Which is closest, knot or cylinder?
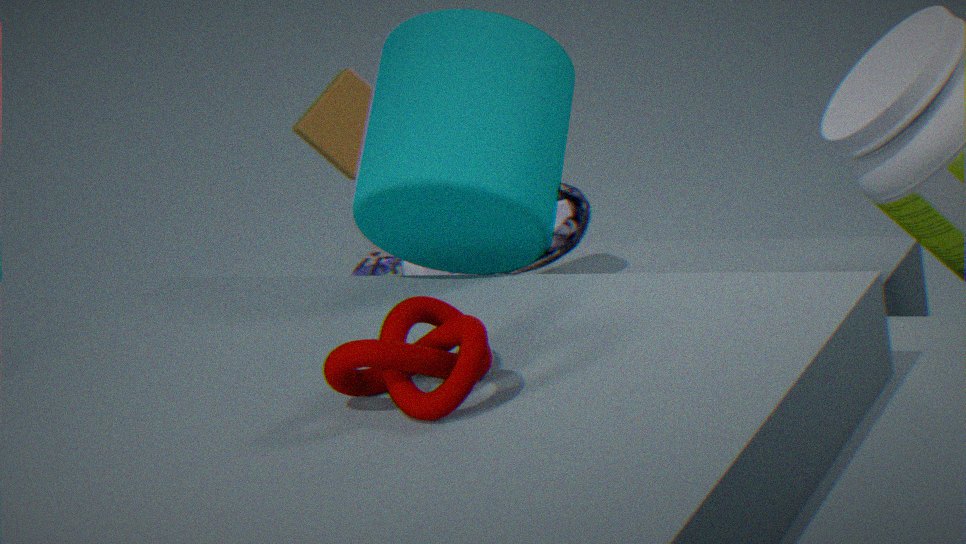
knot
